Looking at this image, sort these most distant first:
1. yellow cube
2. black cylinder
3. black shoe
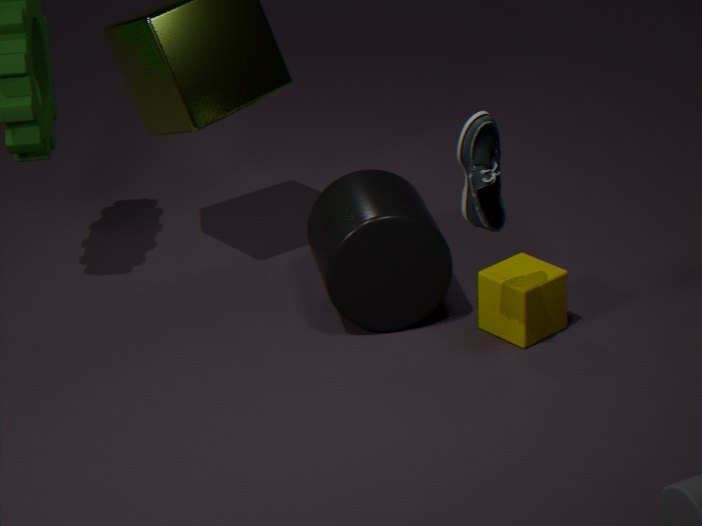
black cylinder → yellow cube → black shoe
